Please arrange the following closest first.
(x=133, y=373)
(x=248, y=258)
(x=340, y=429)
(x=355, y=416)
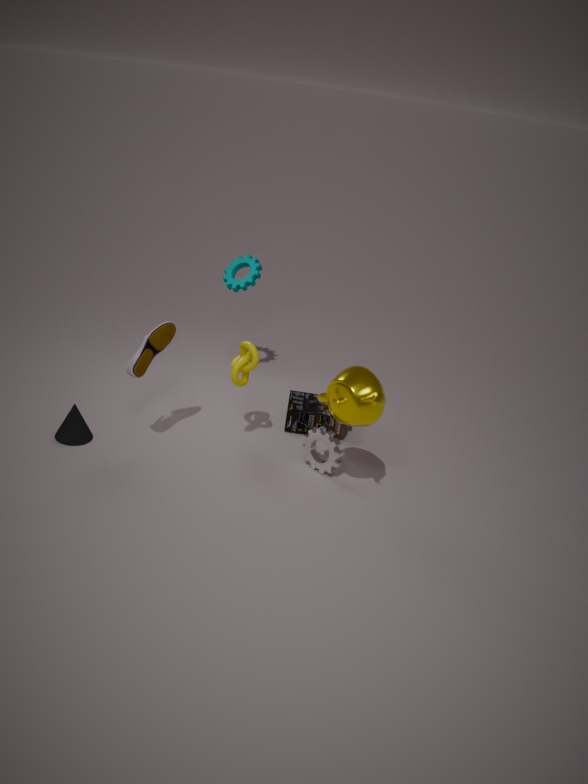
(x=355, y=416) → (x=133, y=373) → (x=340, y=429) → (x=248, y=258)
